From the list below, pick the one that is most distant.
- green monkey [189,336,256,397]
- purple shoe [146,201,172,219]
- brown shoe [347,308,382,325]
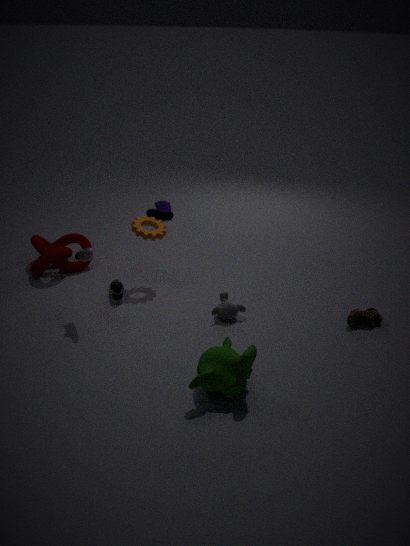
purple shoe [146,201,172,219]
